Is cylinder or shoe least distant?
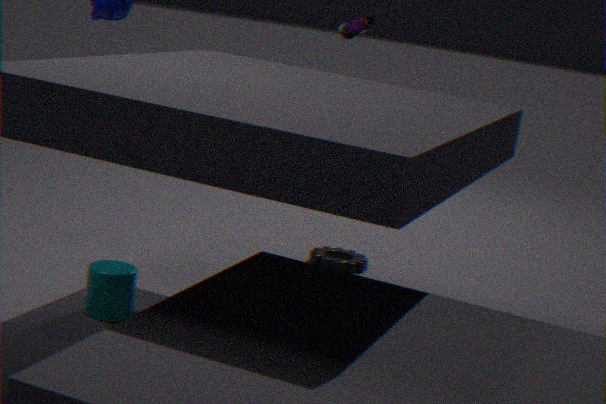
cylinder
